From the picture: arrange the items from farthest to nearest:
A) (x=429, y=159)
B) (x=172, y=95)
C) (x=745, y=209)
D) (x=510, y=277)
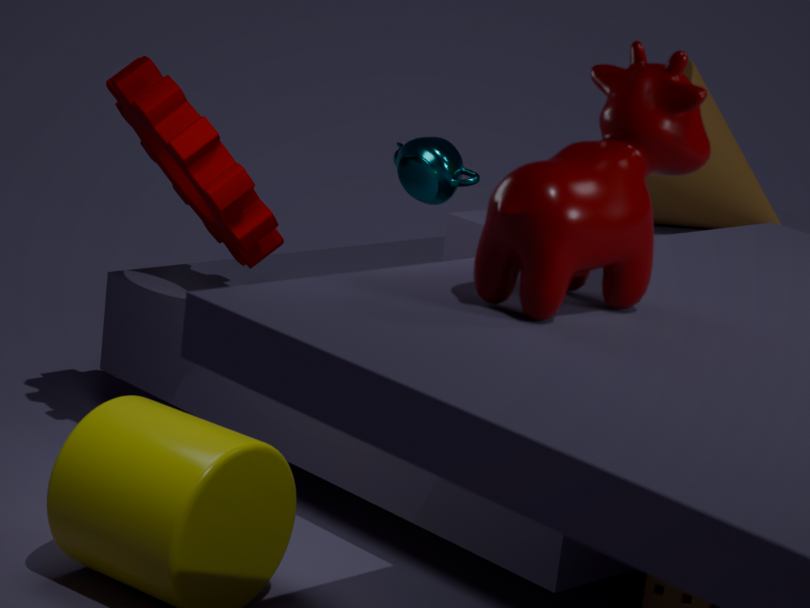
1. (x=429, y=159)
2. (x=745, y=209)
3. (x=172, y=95)
4. (x=510, y=277)
